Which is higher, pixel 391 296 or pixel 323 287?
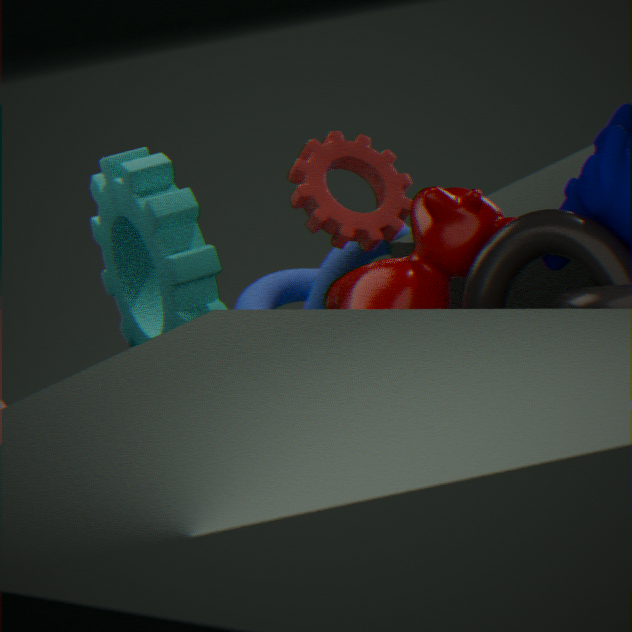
pixel 391 296
